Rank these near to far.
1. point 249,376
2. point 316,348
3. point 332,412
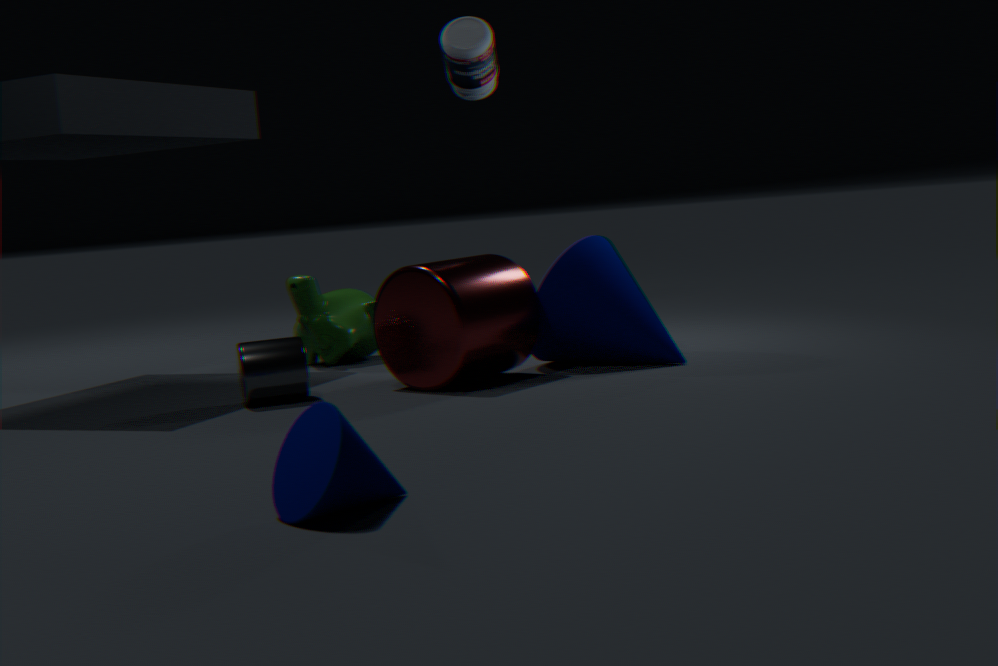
point 332,412 → point 249,376 → point 316,348
